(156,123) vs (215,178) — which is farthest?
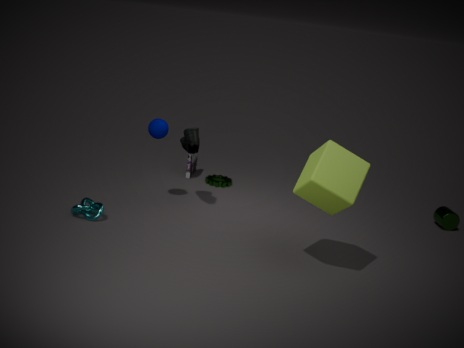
(215,178)
